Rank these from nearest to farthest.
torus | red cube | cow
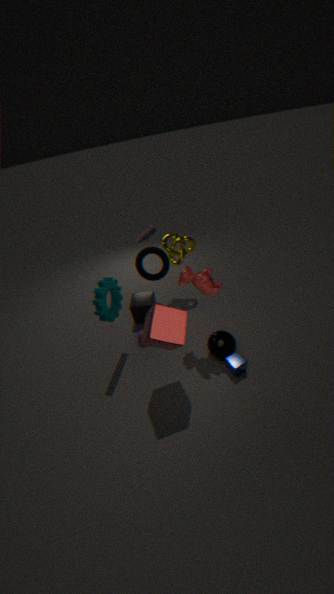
1. red cube
2. cow
3. torus
